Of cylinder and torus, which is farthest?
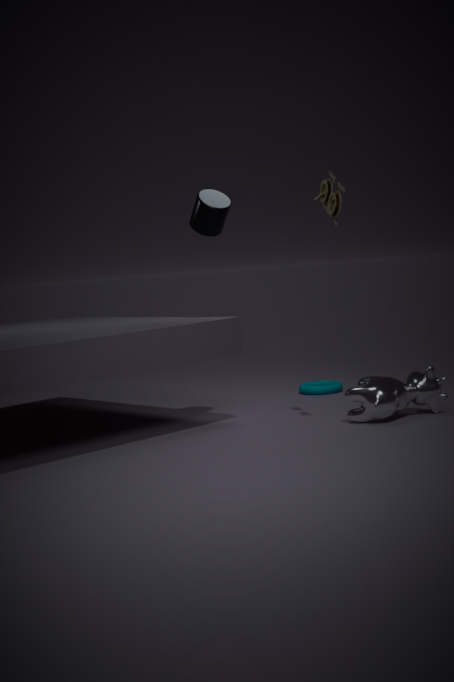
torus
